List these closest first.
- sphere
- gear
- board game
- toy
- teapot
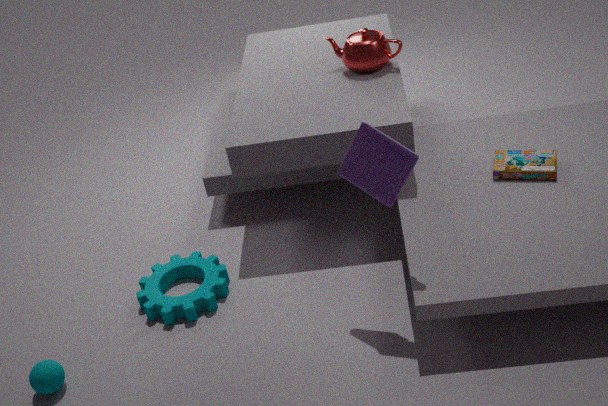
toy, sphere, gear, board game, teapot
